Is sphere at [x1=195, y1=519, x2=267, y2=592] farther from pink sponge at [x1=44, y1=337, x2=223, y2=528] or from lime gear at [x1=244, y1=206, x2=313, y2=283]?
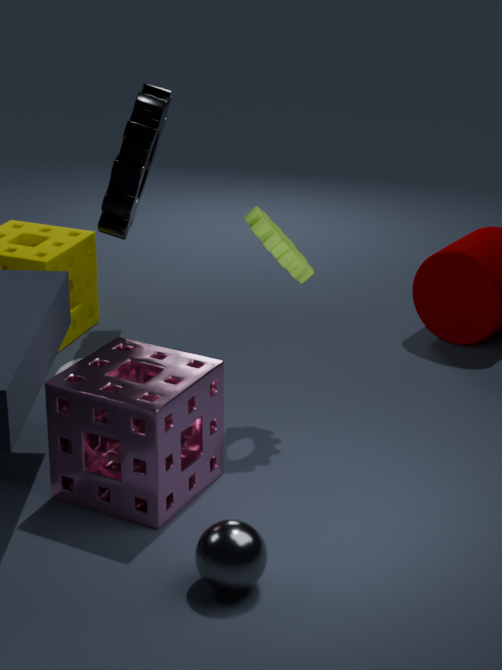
lime gear at [x1=244, y1=206, x2=313, y2=283]
